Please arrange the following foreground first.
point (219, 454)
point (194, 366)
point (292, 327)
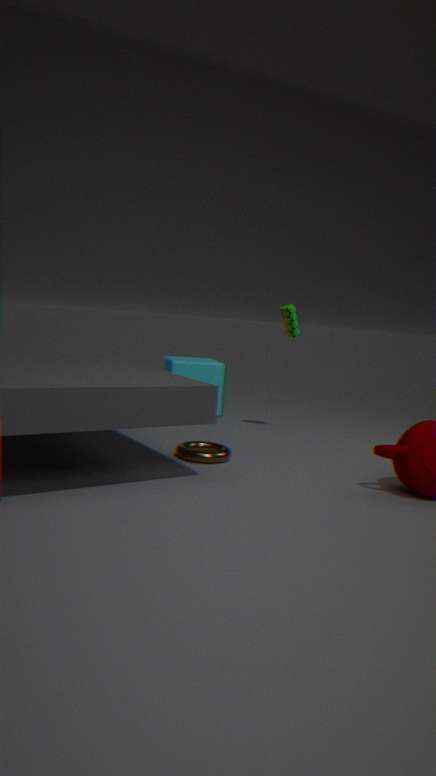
1. point (219, 454)
2. point (292, 327)
3. point (194, 366)
